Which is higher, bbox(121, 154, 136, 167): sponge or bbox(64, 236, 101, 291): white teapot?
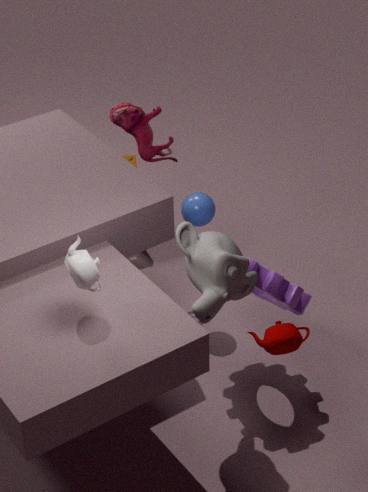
bbox(64, 236, 101, 291): white teapot
